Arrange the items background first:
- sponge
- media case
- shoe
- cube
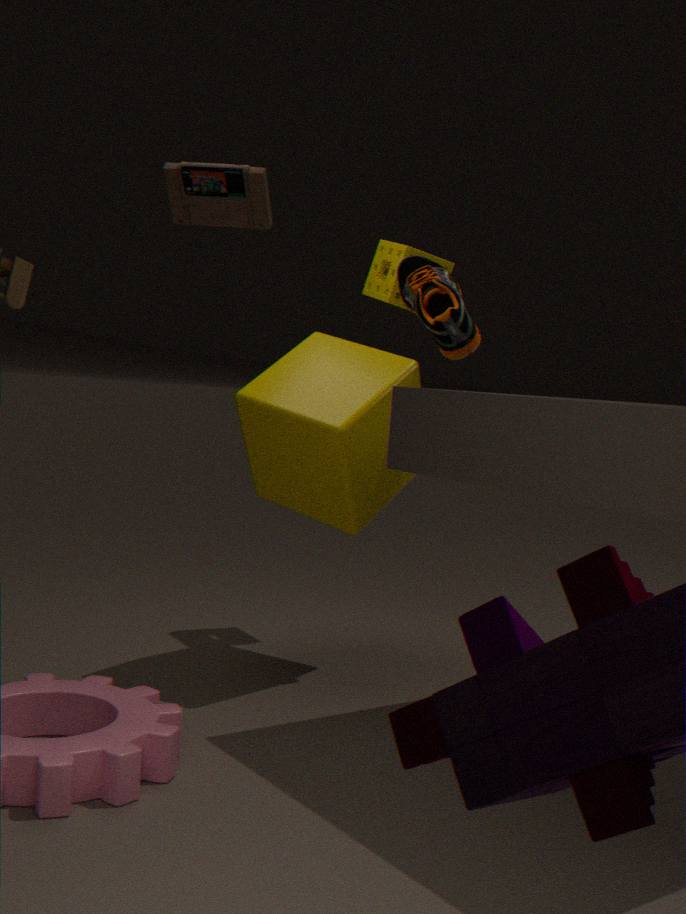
sponge → shoe → cube → media case
